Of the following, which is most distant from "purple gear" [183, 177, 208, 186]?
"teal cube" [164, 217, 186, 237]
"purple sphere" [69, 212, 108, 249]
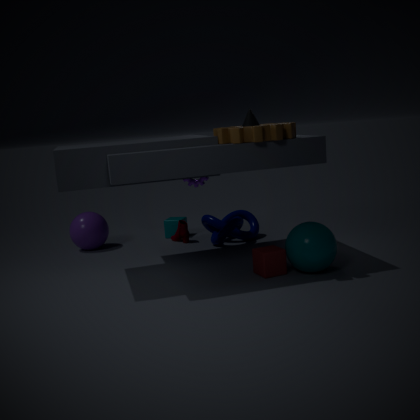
"purple sphere" [69, 212, 108, 249]
